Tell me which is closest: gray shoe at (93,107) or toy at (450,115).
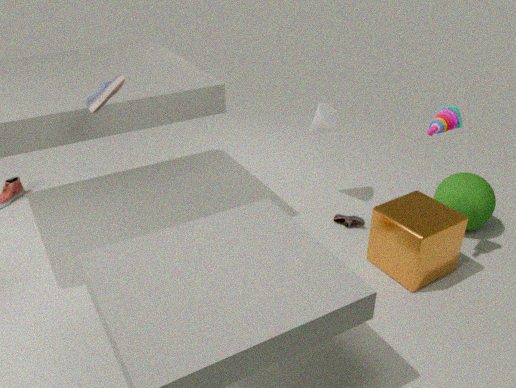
gray shoe at (93,107)
